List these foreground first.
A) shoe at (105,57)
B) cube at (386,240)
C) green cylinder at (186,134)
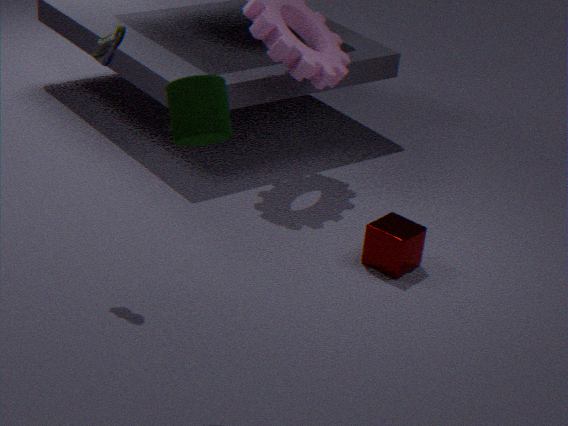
green cylinder at (186,134)
shoe at (105,57)
cube at (386,240)
